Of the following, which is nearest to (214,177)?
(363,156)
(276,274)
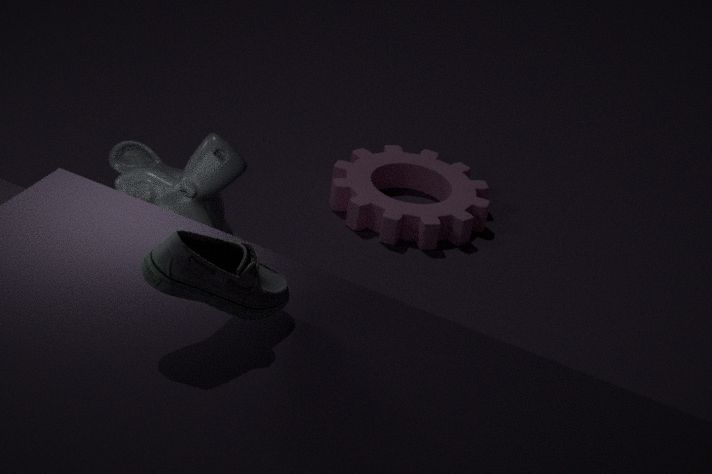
(276,274)
